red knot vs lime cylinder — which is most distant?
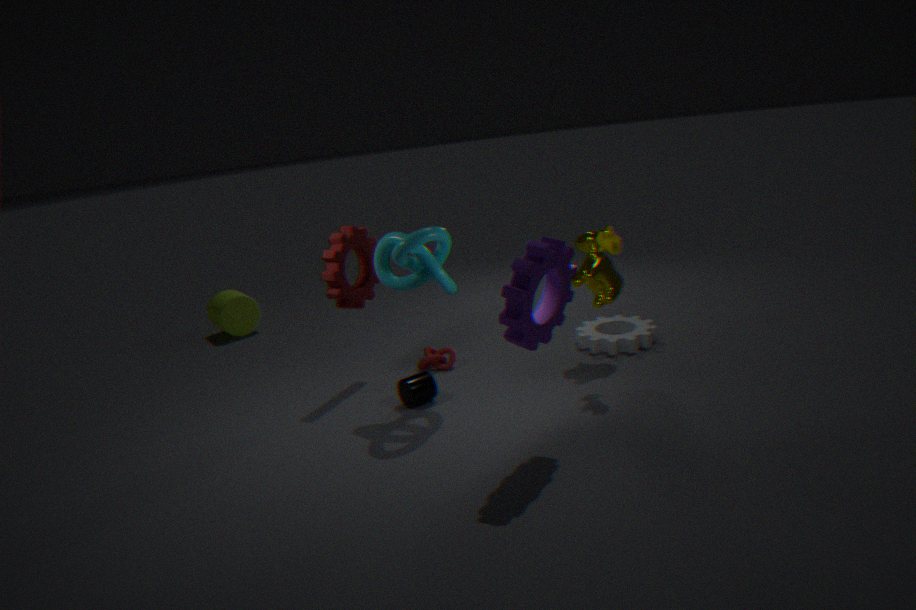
lime cylinder
